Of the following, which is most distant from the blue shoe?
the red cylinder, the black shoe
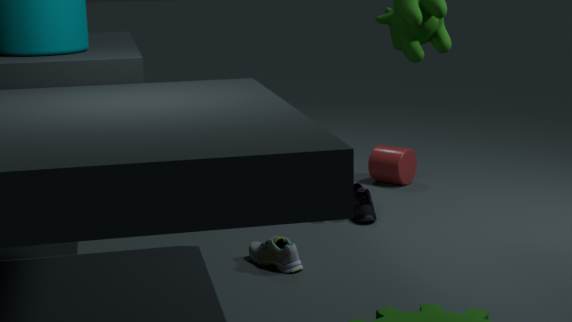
the black shoe
